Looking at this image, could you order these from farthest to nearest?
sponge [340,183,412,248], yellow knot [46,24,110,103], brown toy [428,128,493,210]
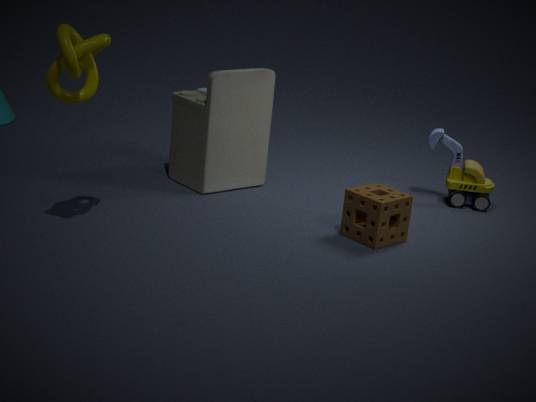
1. brown toy [428,128,493,210]
2. sponge [340,183,412,248]
3. yellow knot [46,24,110,103]
